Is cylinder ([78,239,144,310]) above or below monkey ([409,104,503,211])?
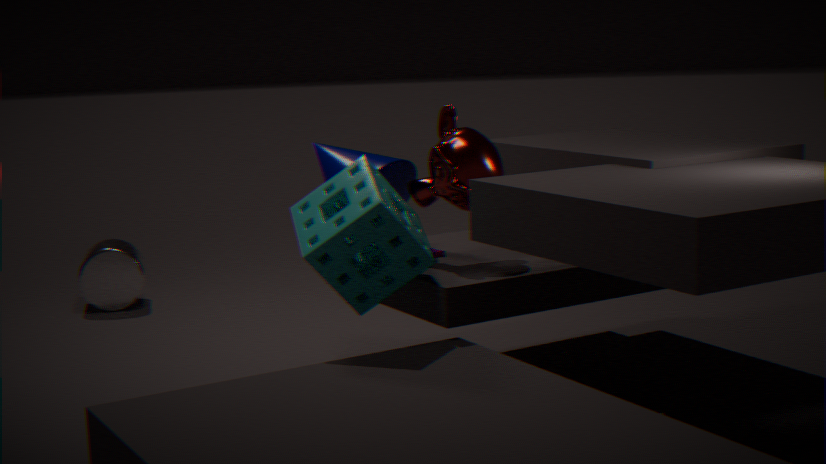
below
